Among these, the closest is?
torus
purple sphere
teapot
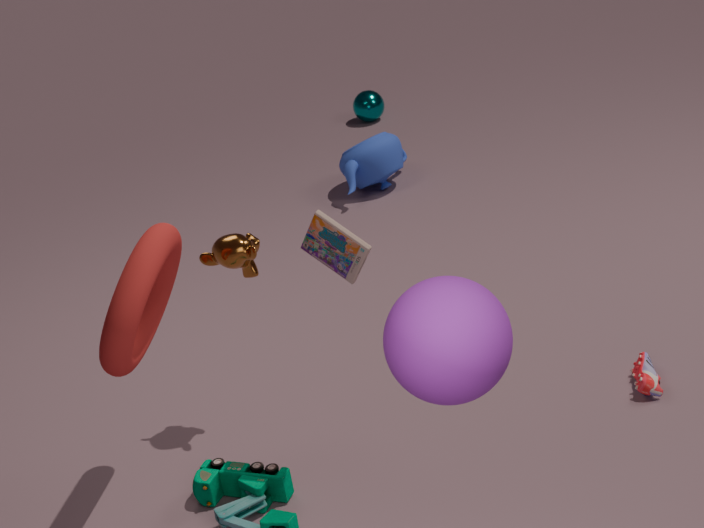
purple sphere
